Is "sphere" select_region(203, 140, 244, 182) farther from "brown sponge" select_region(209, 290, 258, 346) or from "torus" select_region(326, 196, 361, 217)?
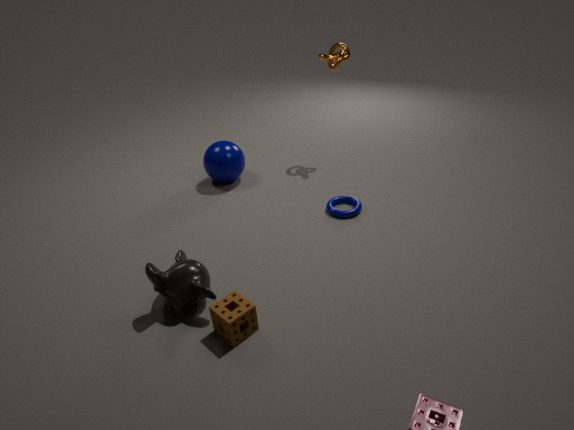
"brown sponge" select_region(209, 290, 258, 346)
